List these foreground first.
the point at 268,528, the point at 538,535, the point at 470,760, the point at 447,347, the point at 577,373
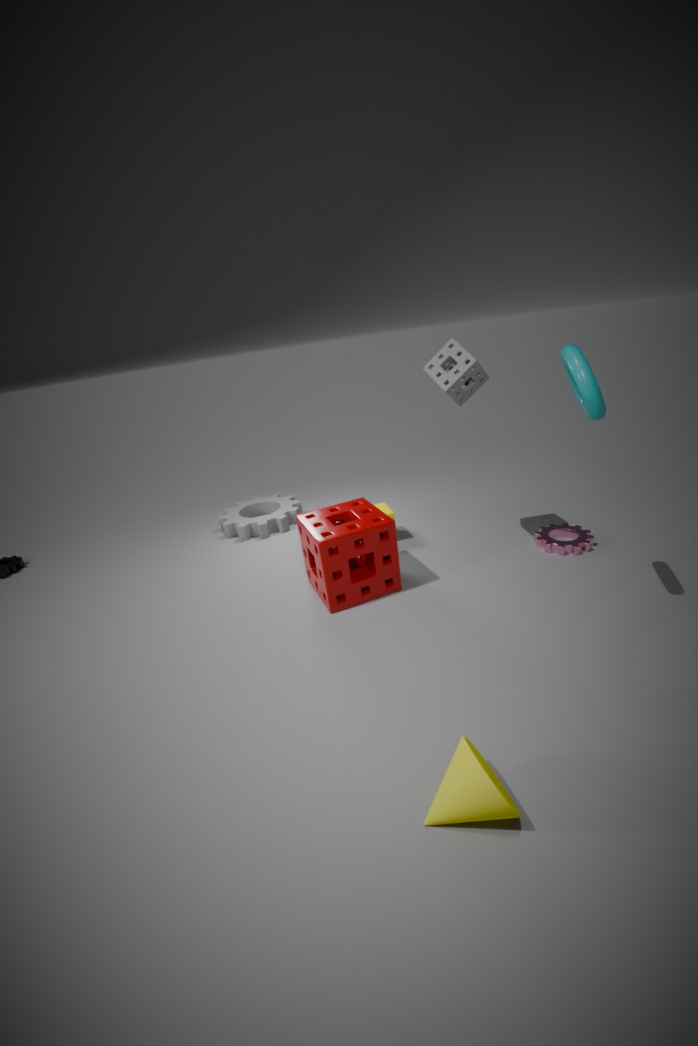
the point at 470,760 → the point at 577,373 → the point at 447,347 → the point at 538,535 → the point at 268,528
